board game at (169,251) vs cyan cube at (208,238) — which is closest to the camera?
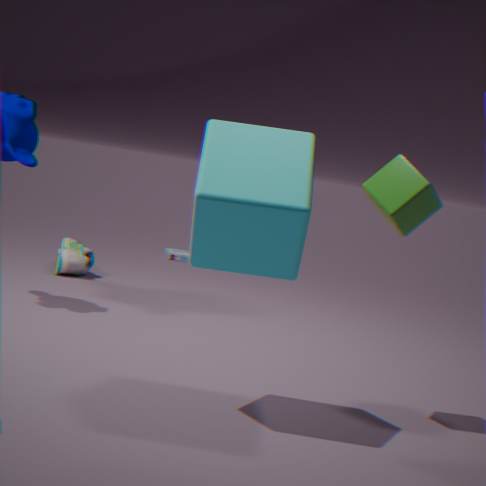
cyan cube at (208,238)
